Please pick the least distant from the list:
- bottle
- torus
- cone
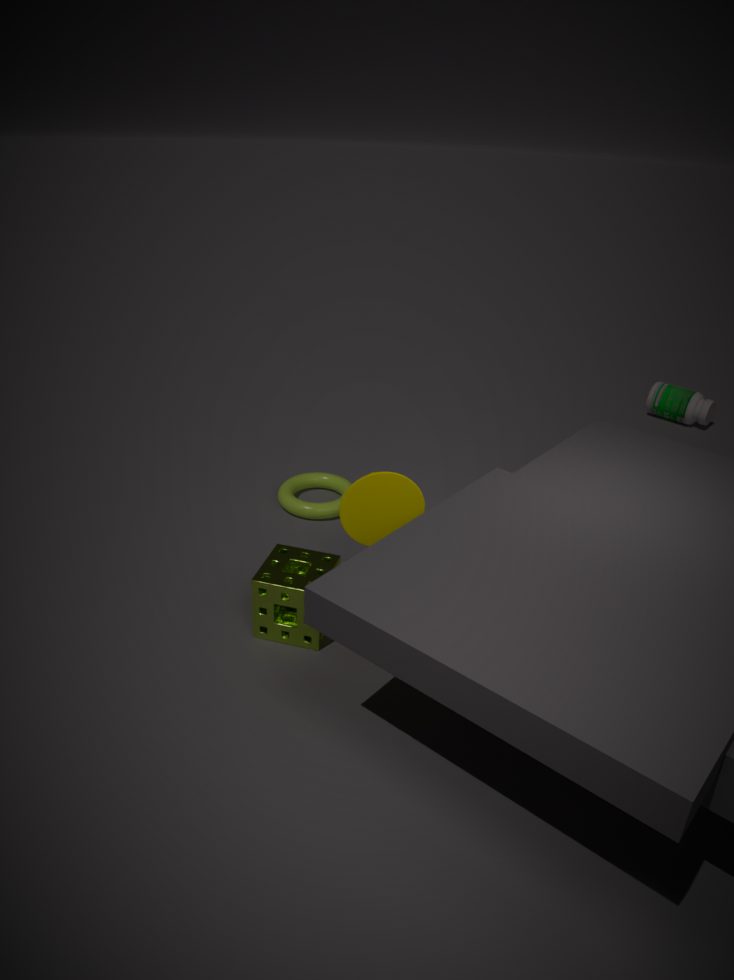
cone
